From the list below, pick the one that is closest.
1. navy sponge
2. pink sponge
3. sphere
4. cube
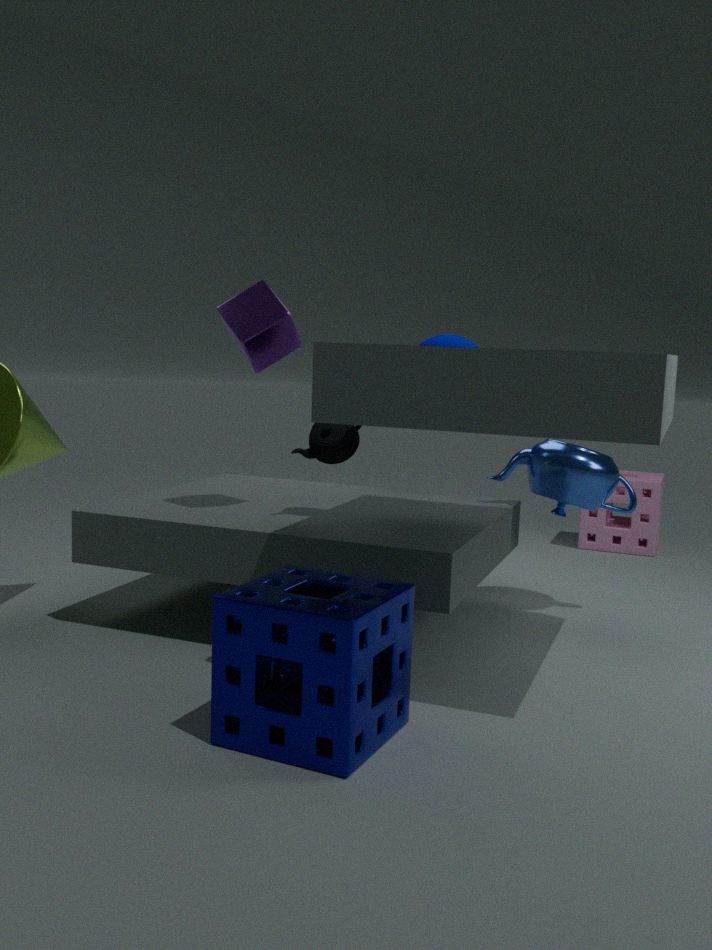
navy sponge
